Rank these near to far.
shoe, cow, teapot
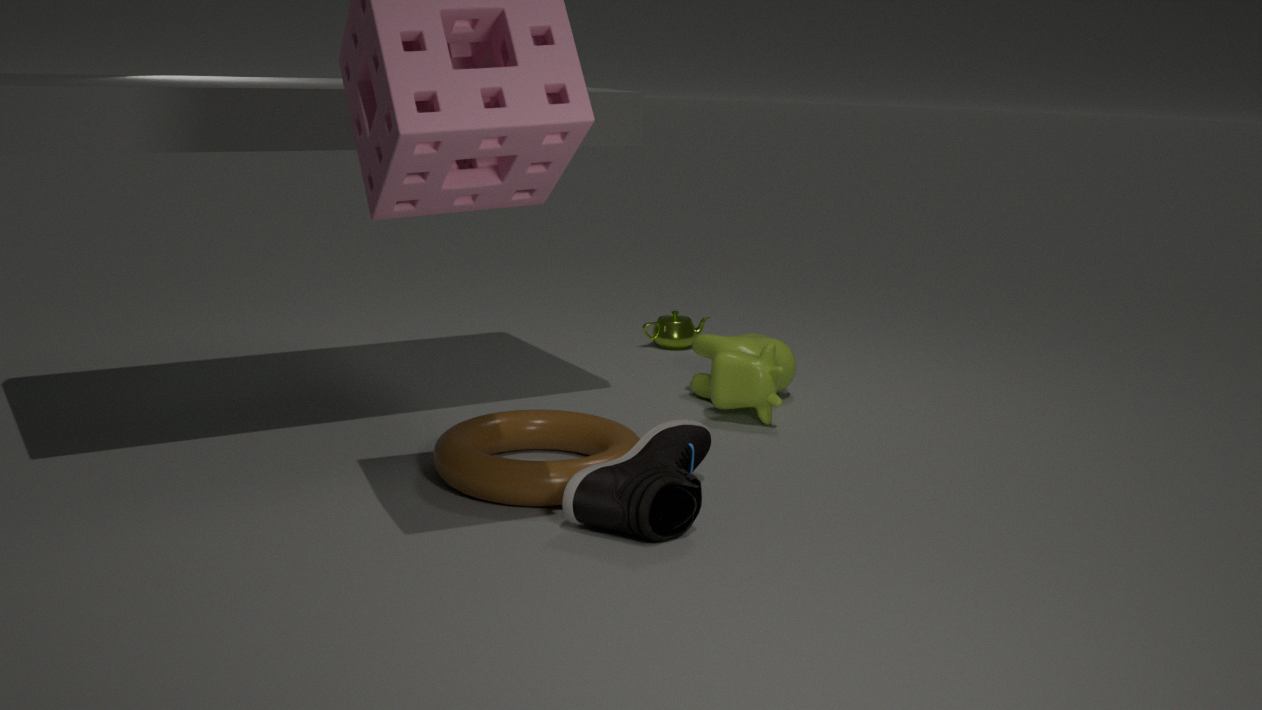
shoe
cow
teapot
